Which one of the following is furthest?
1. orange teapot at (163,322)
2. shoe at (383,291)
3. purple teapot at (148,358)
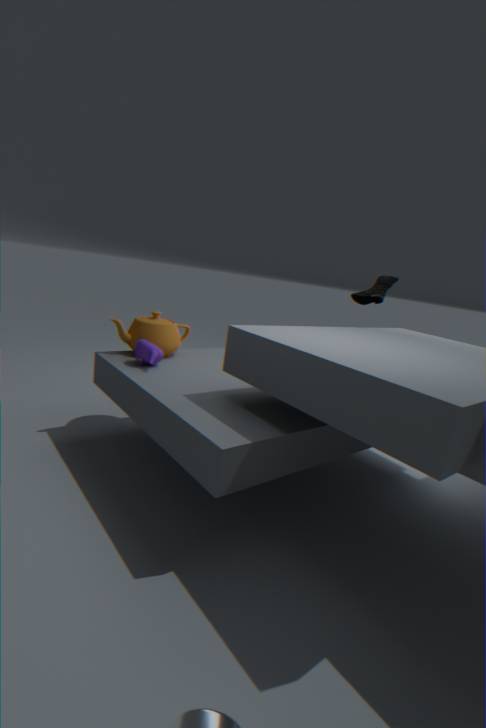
shoe at (383,291)
